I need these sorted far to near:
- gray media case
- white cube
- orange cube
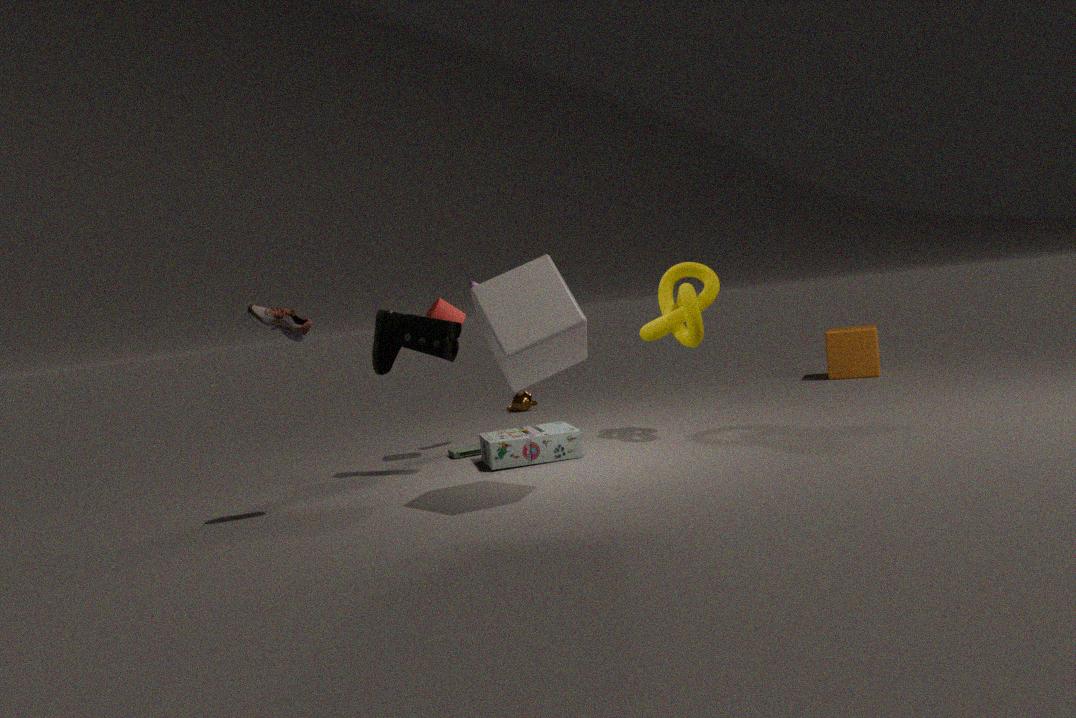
orange cube
gray media case
white cube
